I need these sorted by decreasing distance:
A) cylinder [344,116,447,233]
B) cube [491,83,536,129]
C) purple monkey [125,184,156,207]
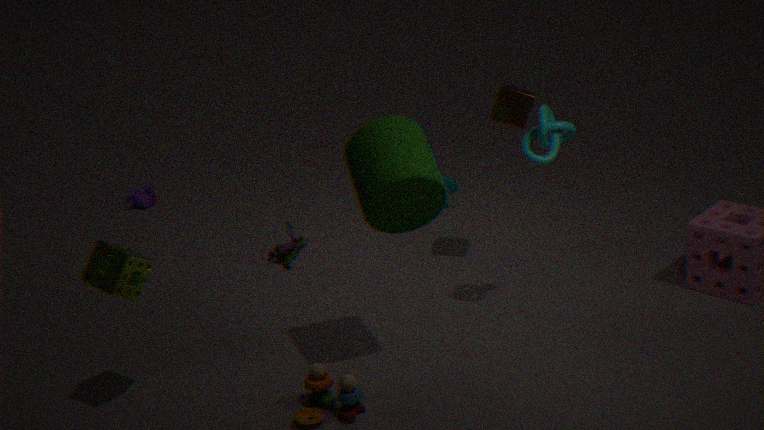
purple monkey [125,184,156,207], cube [491,83,536,129], cylinder [344,116,447,233]
